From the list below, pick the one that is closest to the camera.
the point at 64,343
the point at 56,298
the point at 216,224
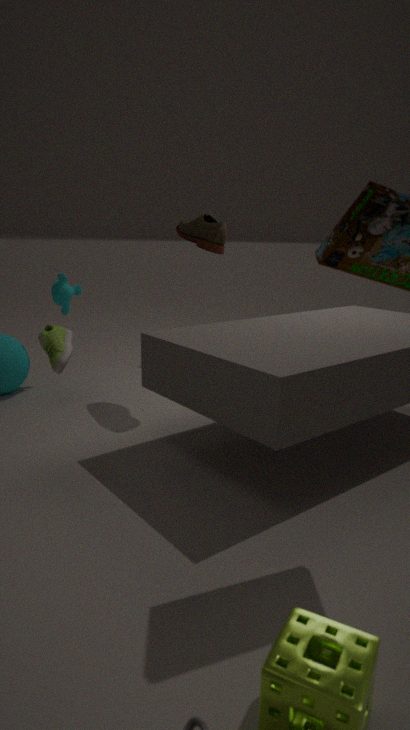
the point at 64,343
